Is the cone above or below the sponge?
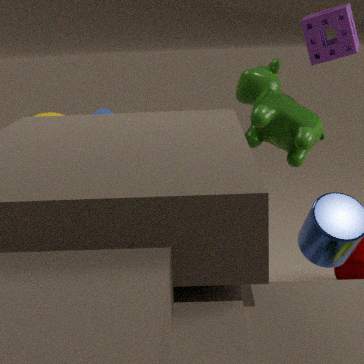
below
